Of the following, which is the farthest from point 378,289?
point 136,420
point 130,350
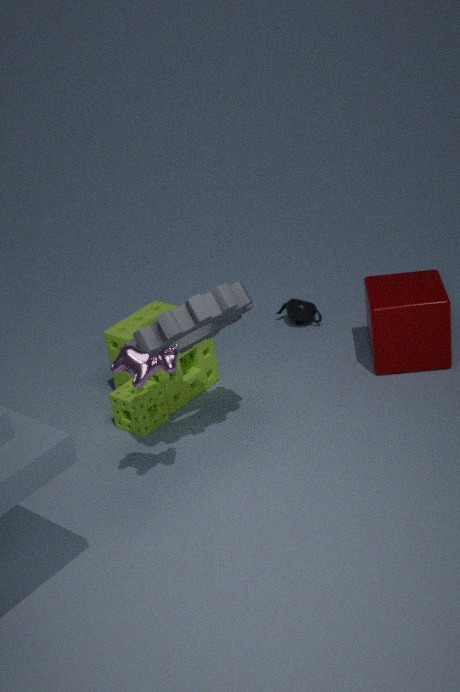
point 130,350
